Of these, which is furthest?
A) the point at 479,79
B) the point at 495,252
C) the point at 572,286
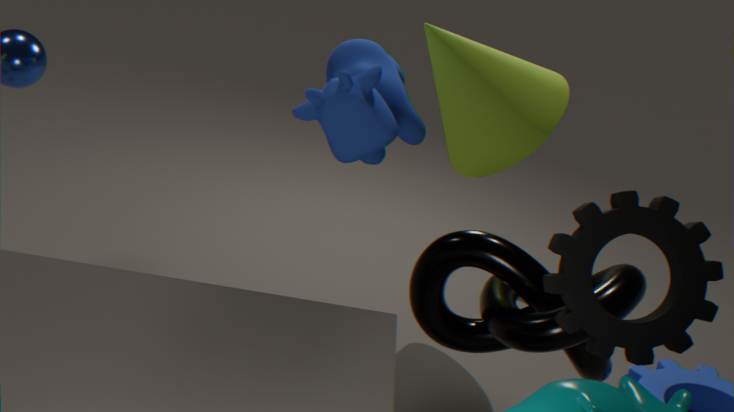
the point at 479,79
